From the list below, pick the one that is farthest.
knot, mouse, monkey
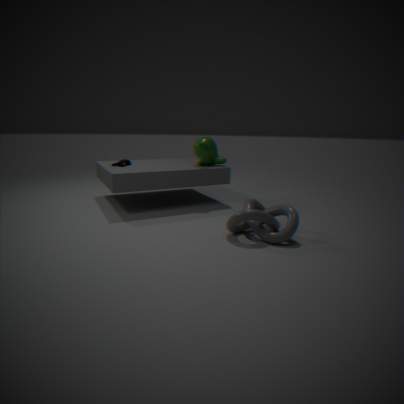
monkey
